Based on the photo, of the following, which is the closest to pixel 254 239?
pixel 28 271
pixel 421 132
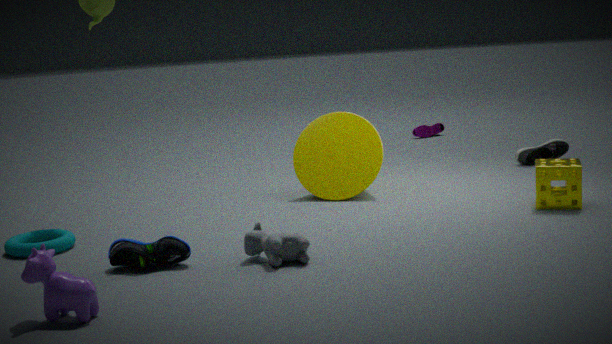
pixel 28 271
